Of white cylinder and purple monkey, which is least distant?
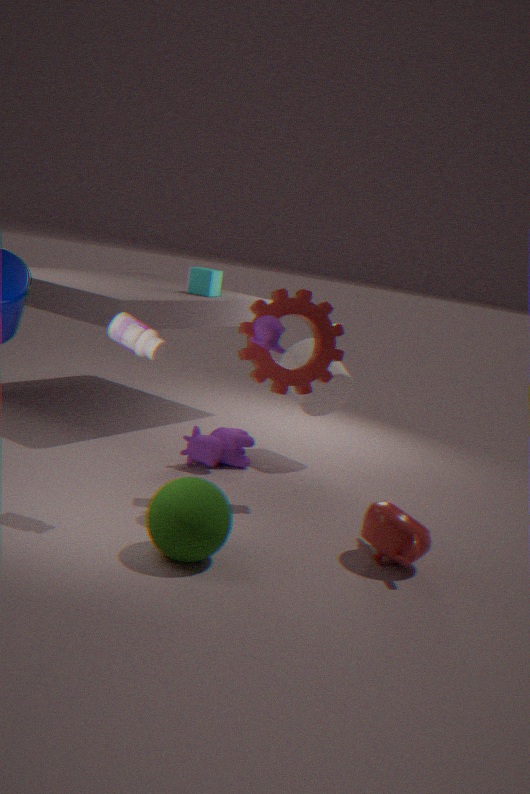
purple monkey
